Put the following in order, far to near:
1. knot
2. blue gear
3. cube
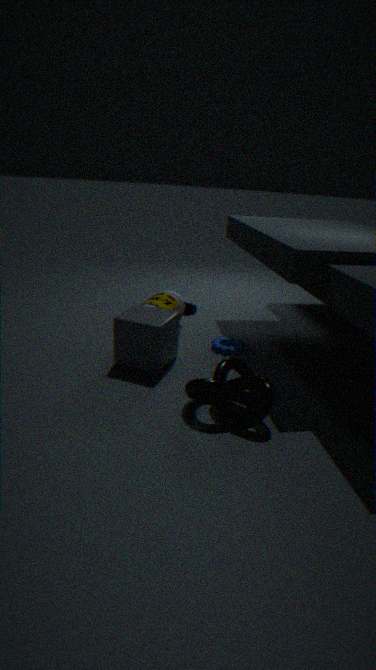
blue gear < cube < knot
